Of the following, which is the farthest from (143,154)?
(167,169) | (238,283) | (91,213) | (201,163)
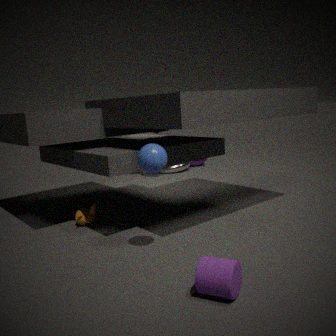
(201,163)
